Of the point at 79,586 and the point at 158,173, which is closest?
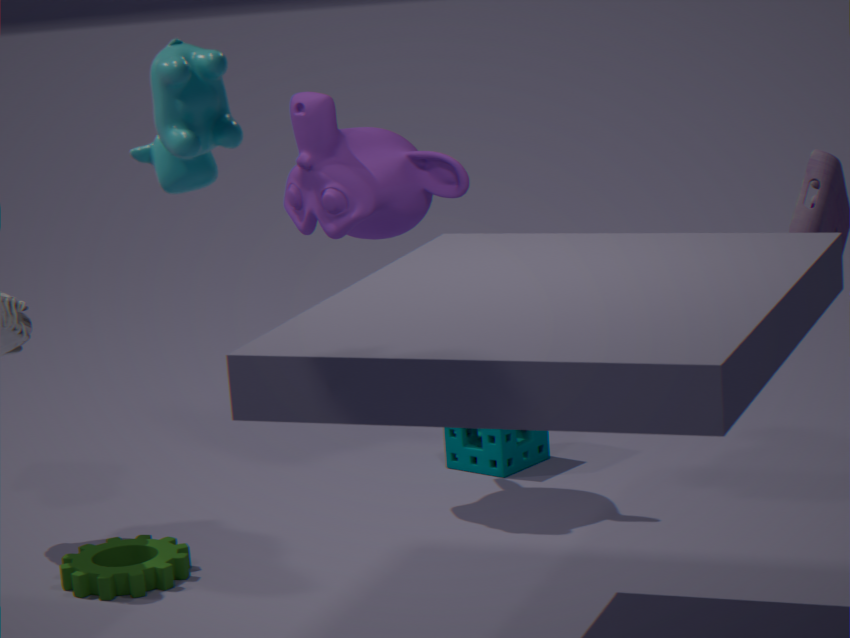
the point at 158,173
